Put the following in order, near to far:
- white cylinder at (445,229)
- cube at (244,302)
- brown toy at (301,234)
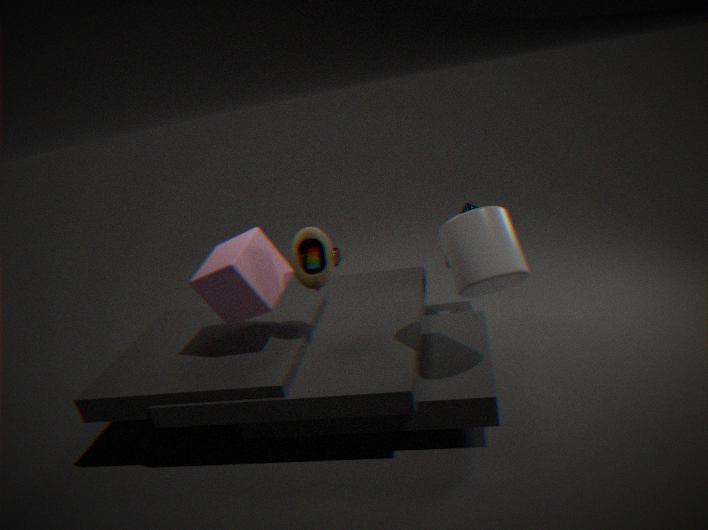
white cylinder at (445,229), cube at (244,302), brown toy at (301,234)
